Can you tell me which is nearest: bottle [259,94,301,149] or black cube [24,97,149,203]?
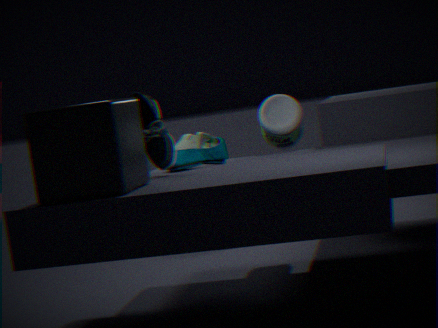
black cube [24,97,149,203]
